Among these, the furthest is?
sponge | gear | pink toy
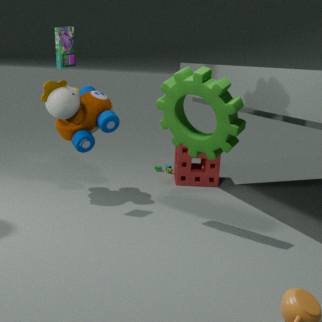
sponge
